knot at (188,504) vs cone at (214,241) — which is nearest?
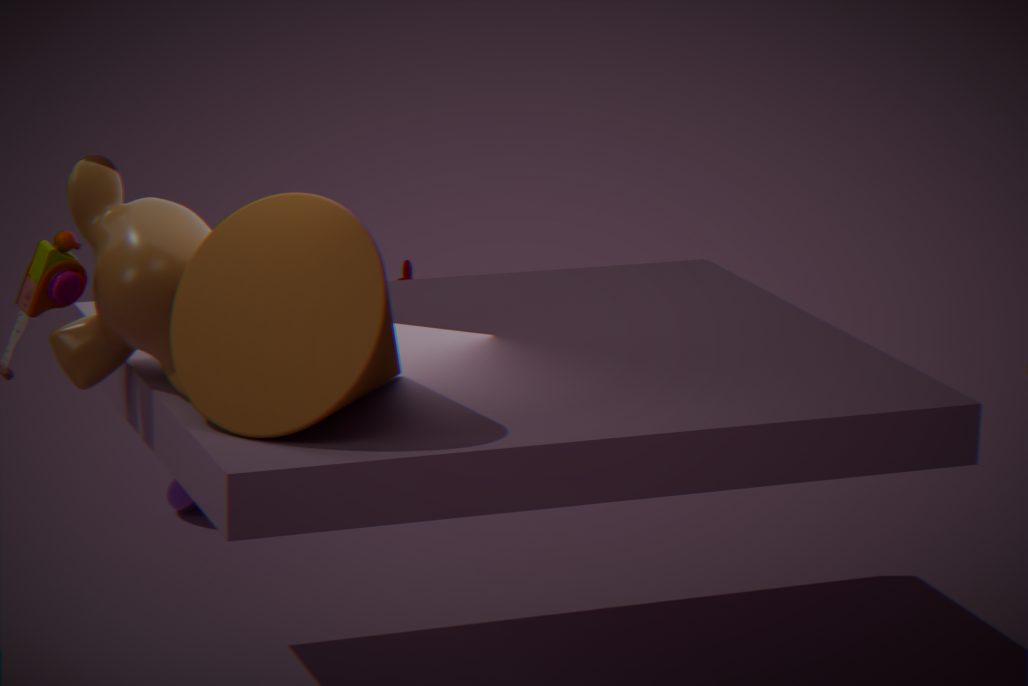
cone at (214,241)
